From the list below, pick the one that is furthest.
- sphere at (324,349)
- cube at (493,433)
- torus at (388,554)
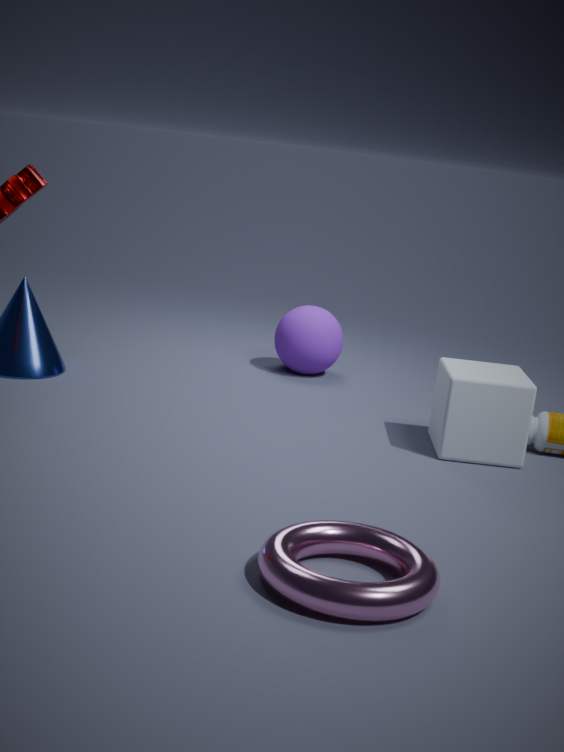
sphere at (324,349)
